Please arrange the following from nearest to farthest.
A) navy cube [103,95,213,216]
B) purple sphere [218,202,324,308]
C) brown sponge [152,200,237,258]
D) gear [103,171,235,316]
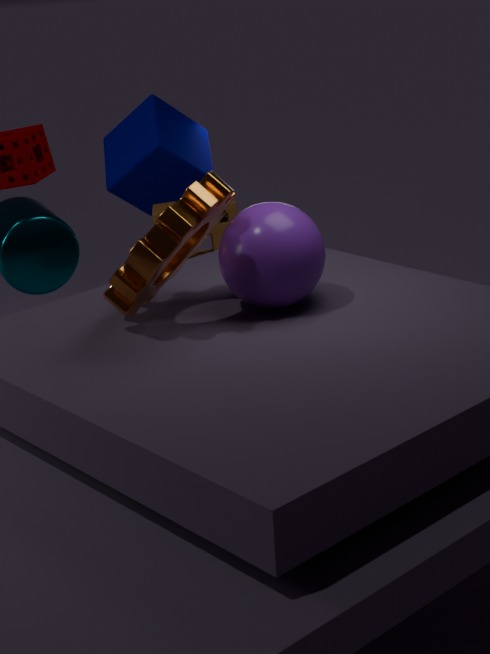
gear [103,171,235,316] < purple sphere [218,202,324,308] < brown sponge [152,200,237,258] < navy cube [103,95,213,216]
